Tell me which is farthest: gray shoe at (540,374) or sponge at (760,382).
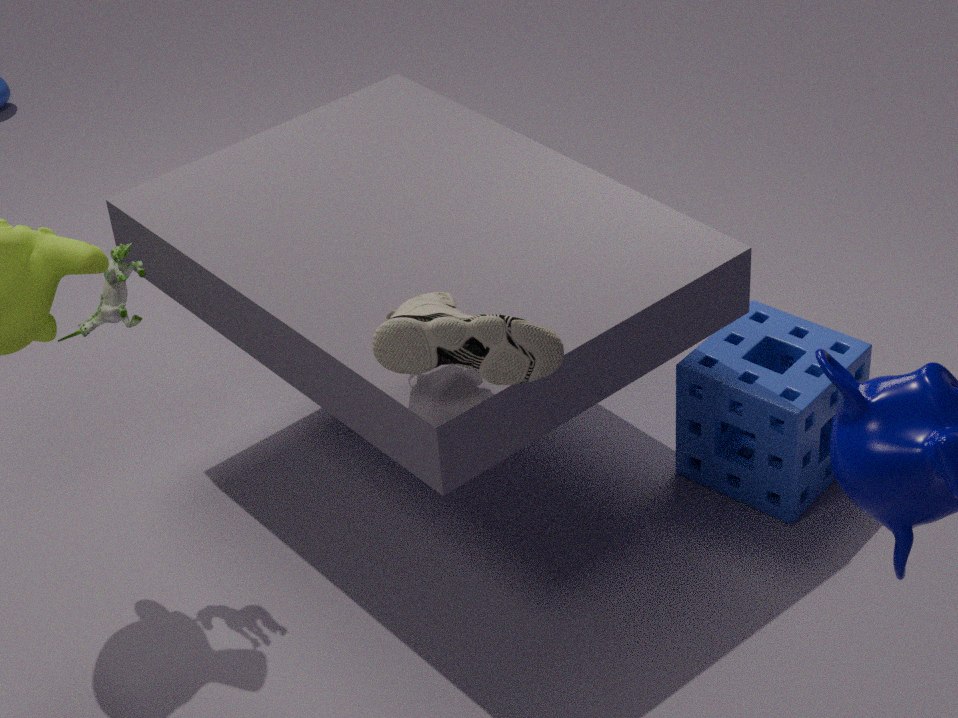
sponge at (760,382)
